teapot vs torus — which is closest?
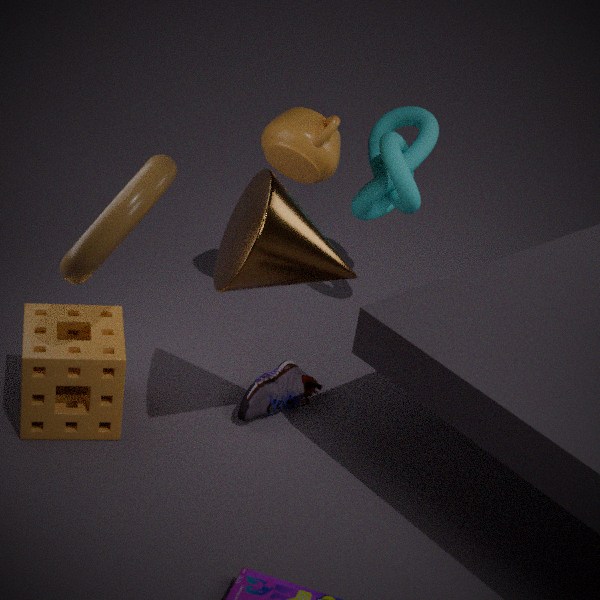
torus
